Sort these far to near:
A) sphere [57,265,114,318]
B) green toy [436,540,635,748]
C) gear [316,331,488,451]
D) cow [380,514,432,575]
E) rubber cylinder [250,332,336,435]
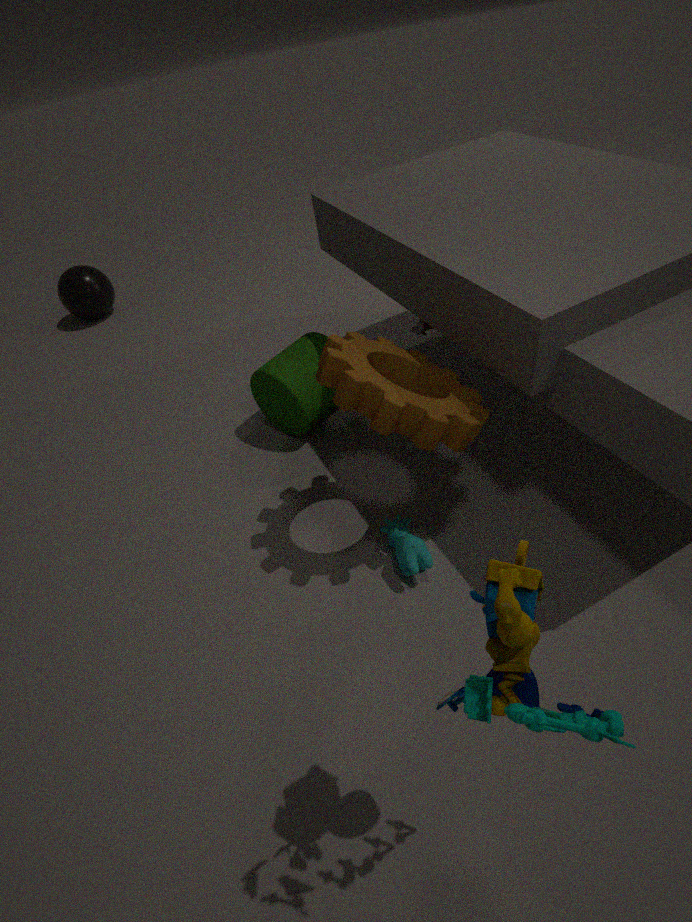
sphere [57,265,114,318] < rubber cylinder [250,332,336,435] < cow [380,514,432,575] < gear [316,331,488,451] < green toy [436,540,635,748]
